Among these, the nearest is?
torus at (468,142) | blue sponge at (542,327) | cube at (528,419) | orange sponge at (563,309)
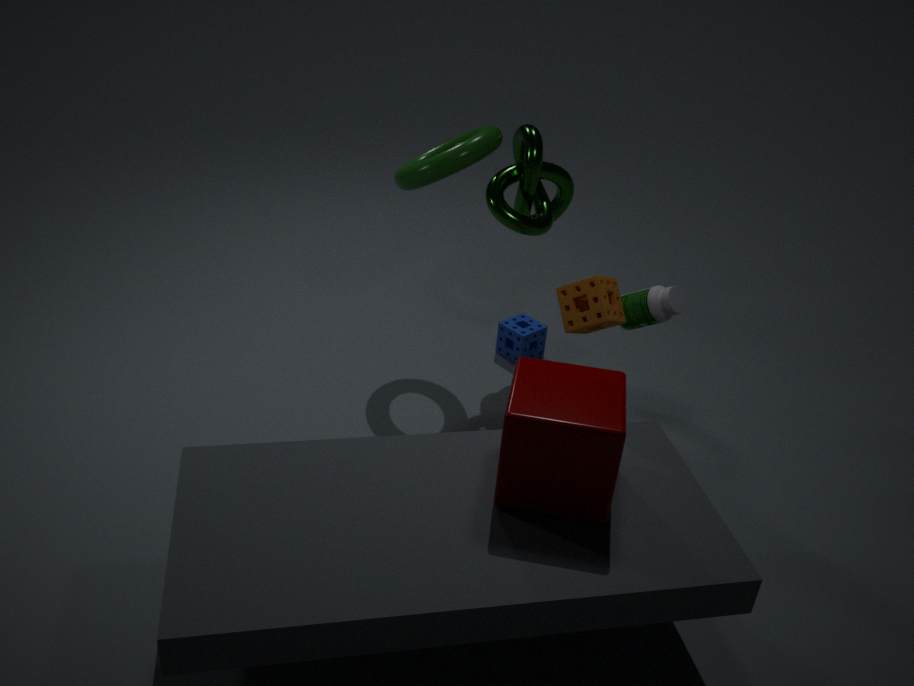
cube at (528,419)
